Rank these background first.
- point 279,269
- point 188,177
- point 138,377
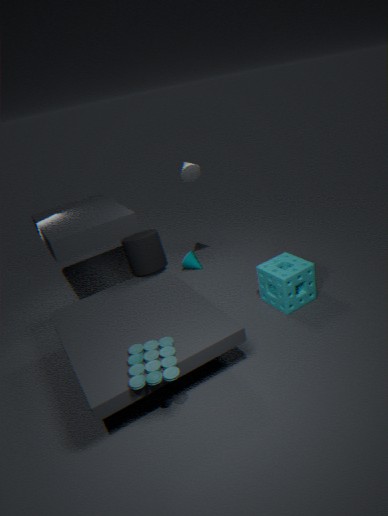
1. point 188,177
2. point 279,269
3. point 138,377
